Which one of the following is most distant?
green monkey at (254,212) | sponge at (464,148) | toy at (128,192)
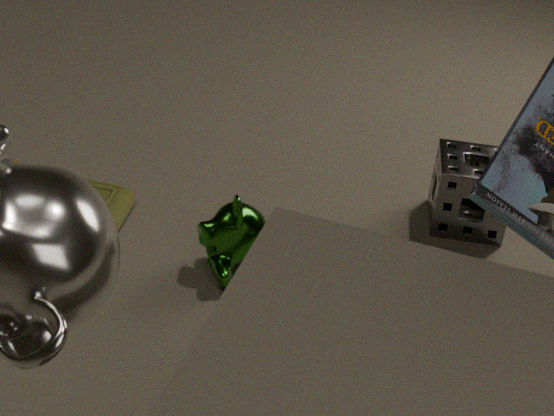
sponge at (464,148)
